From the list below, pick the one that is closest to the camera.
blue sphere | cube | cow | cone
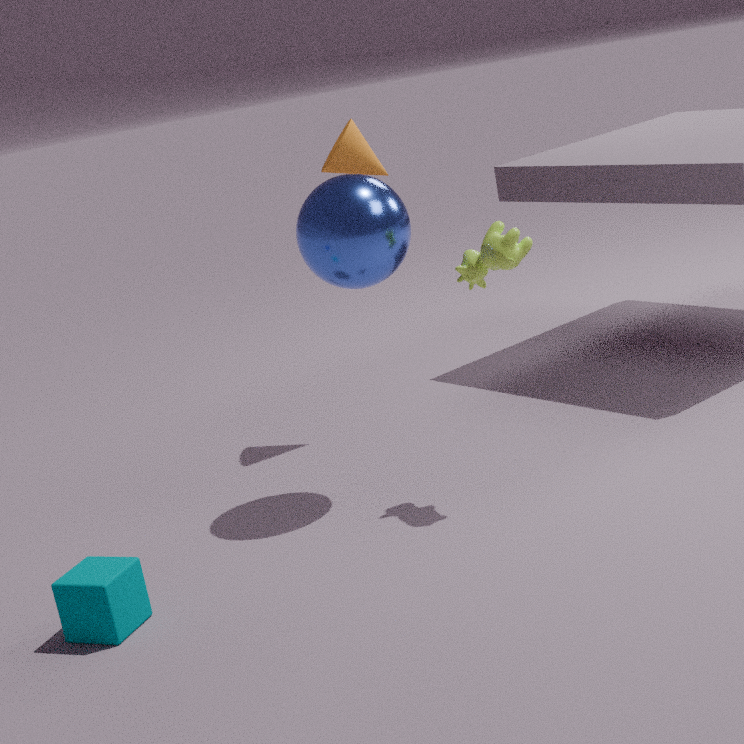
cube
